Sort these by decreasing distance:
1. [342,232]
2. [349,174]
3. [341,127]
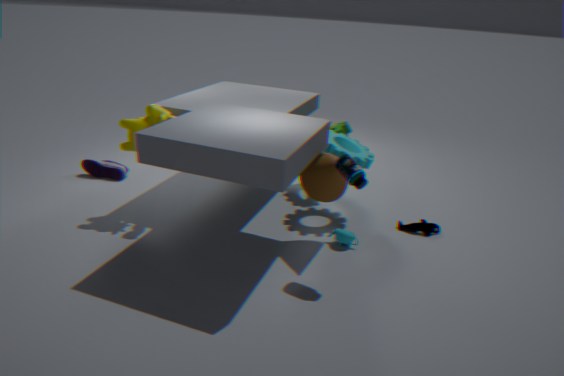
[341,127], [342,232], [349,174]
